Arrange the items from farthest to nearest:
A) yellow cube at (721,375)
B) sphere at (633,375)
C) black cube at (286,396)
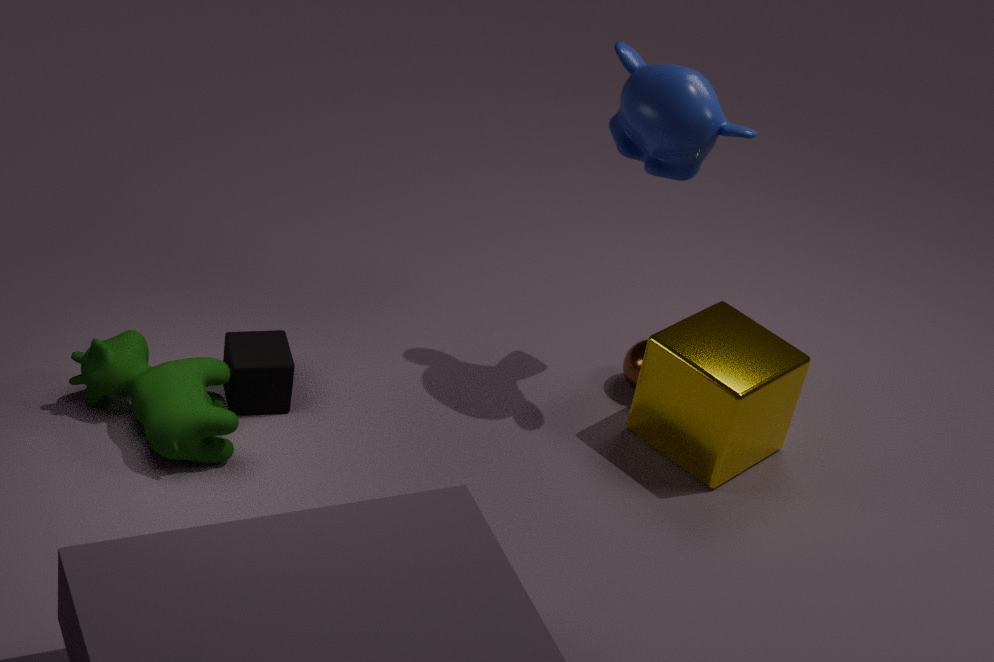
sphere at (633,375)
yellow cube at (721,375)
black cube at (286,396)
